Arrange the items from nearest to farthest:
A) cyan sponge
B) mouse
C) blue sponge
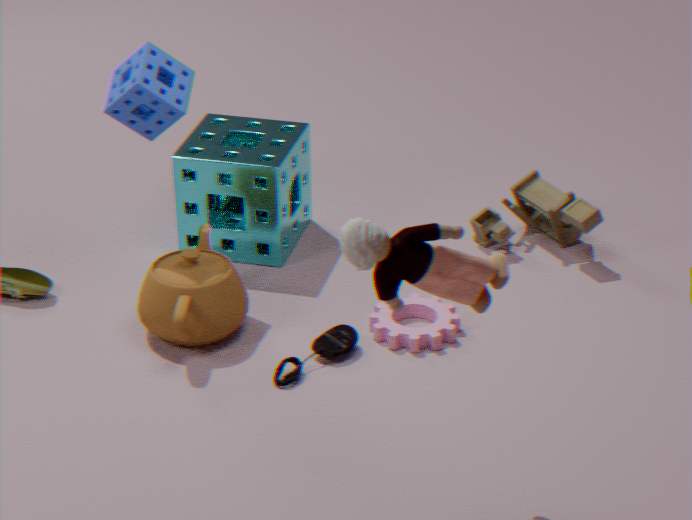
mouse → blue sponge → cyan sponge
